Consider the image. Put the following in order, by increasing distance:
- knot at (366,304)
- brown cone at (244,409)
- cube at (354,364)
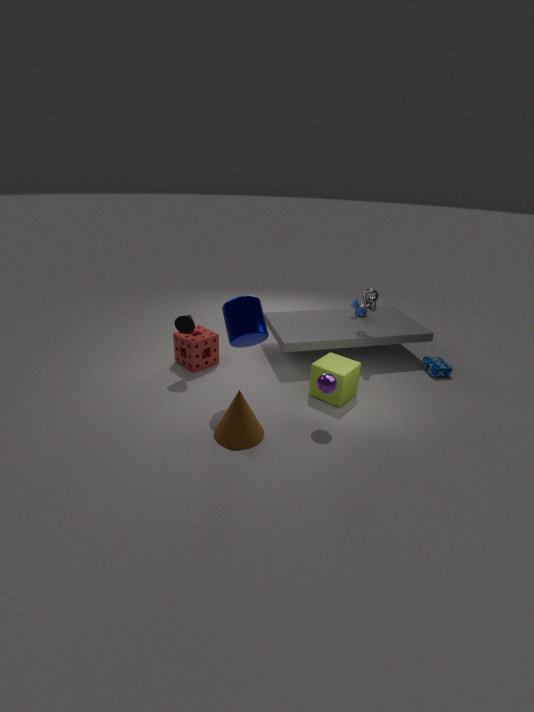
1. brown cone at (244,409)
2. cube at (354,364)
3. knot at (366,304)
